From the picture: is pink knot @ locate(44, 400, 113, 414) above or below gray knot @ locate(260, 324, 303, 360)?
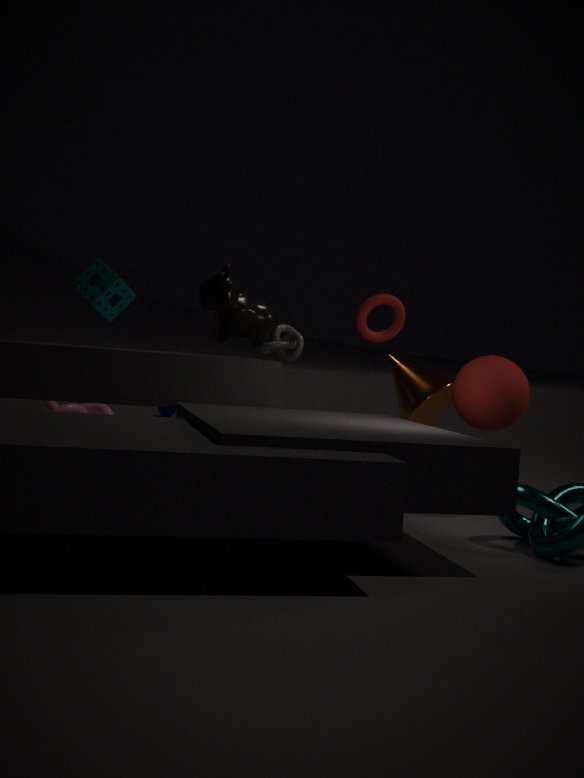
below
